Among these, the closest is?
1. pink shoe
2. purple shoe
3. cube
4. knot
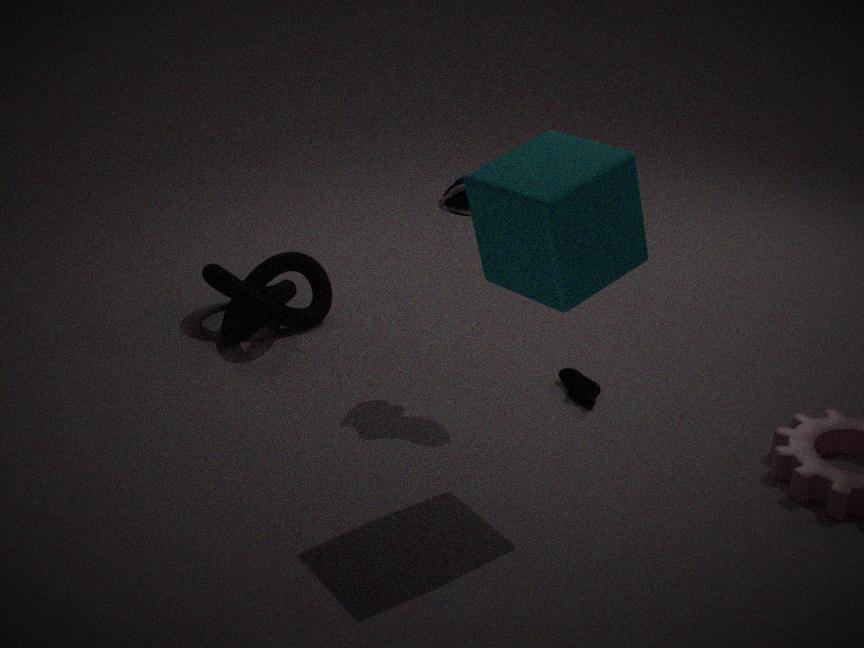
cube
